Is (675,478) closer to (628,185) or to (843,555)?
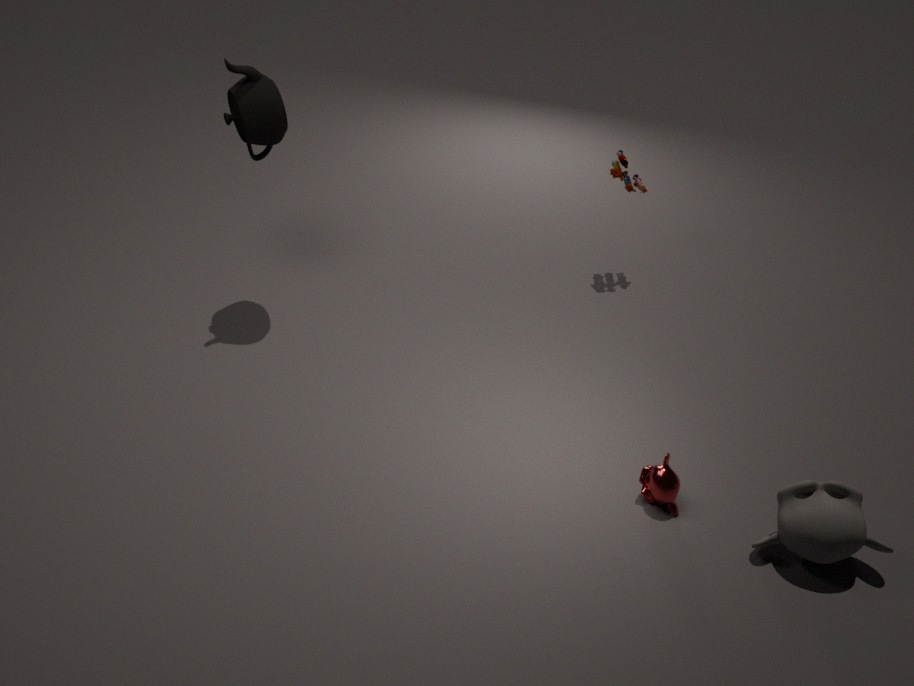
(843,555)
